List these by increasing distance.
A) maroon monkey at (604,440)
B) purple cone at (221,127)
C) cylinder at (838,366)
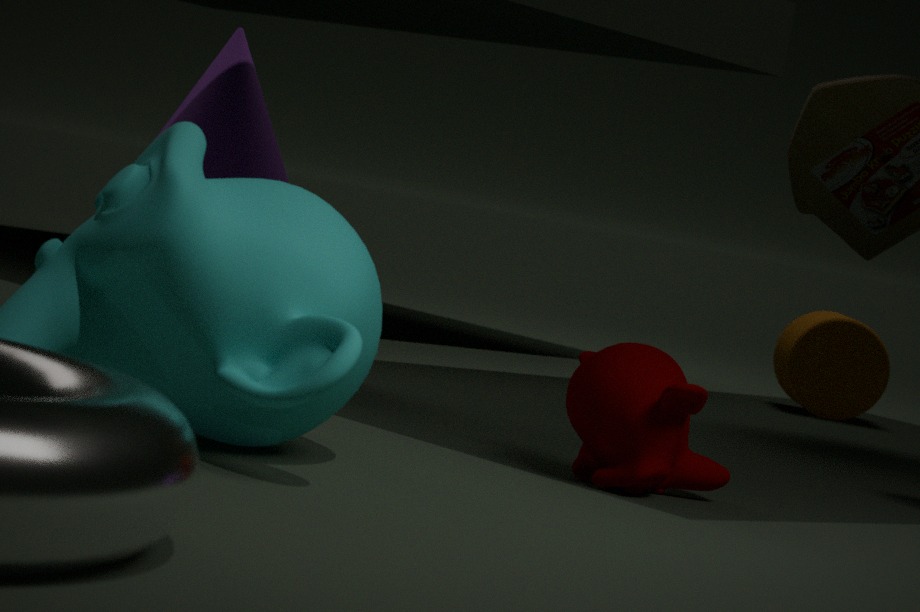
maroon monkey at (604,440)
purple cone at (221,127)
cylinder at (838,366)
